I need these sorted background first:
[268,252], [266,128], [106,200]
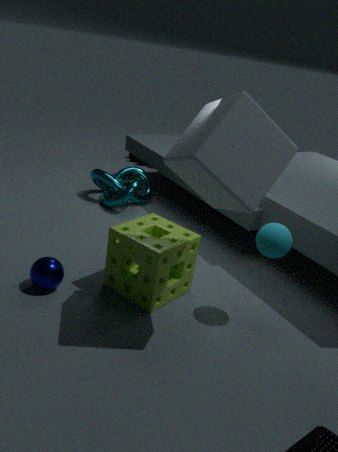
1. [106,200]
2. [268,252]
3. [266,128]
